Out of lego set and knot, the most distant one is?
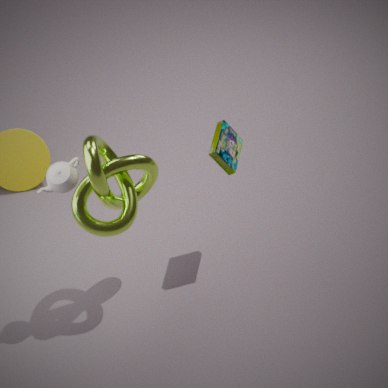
lego set
